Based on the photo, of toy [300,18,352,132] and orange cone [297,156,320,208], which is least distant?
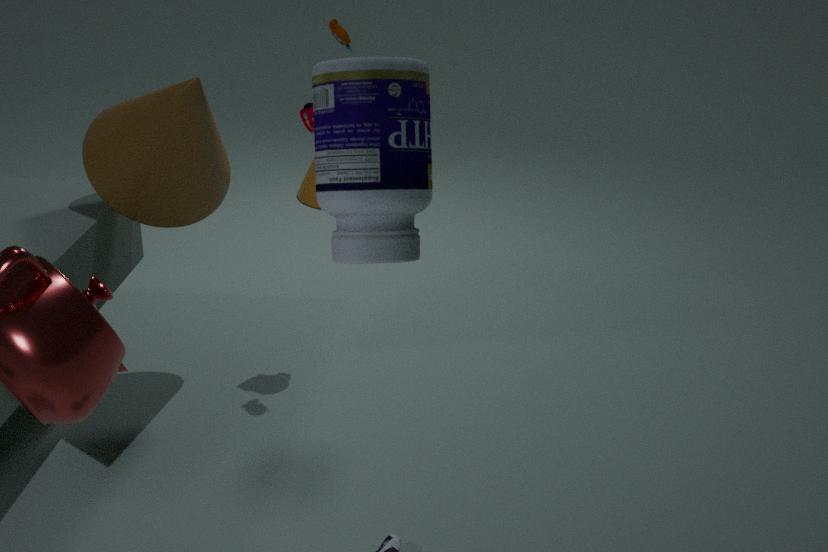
toy [300,18,352,132]
